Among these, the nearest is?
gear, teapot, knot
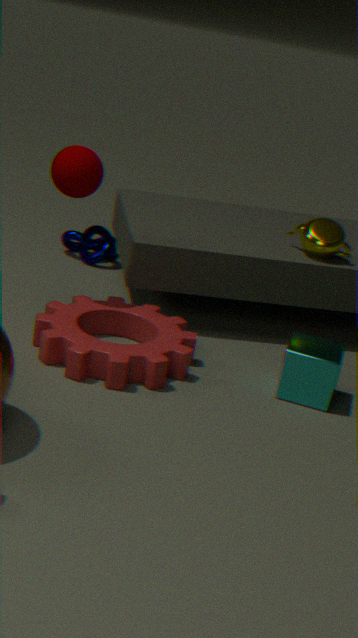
gear
